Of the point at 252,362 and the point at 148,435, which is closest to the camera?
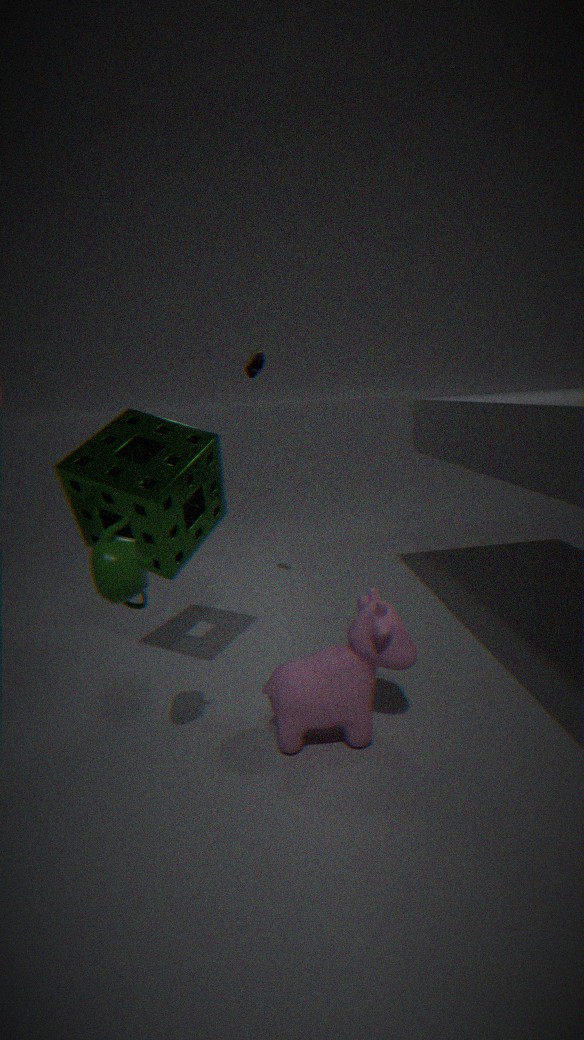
the point at 148,435
